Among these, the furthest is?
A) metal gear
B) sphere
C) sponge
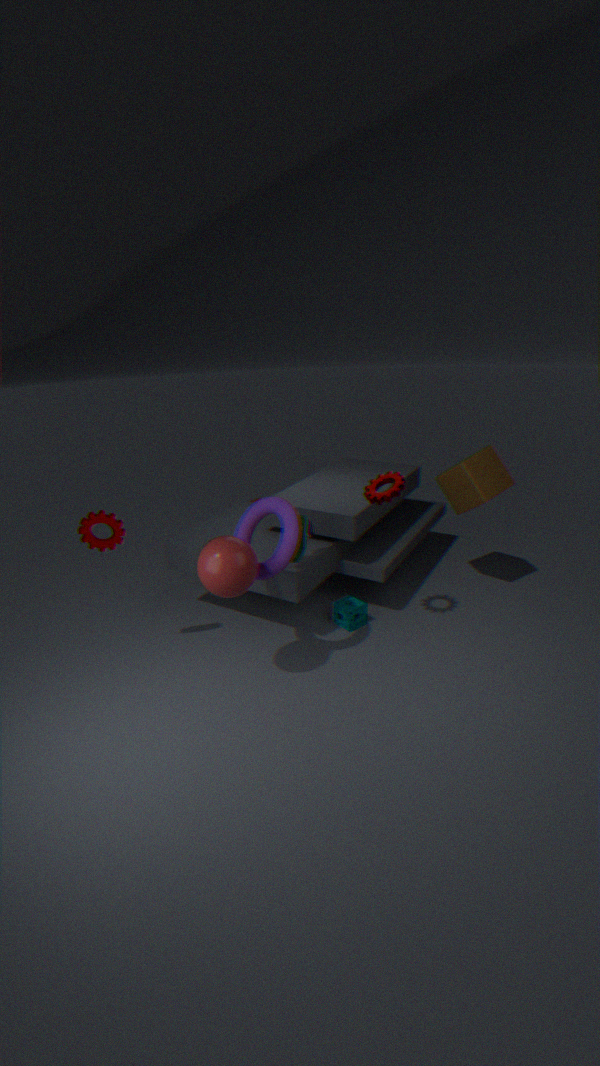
sponge
